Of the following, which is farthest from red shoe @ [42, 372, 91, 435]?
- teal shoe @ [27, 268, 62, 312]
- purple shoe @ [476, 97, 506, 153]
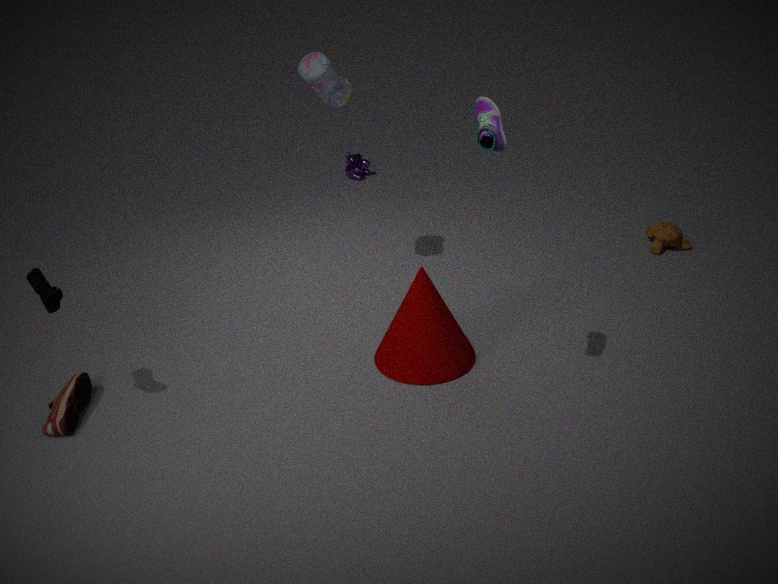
purple shoe @ [476, 97, 506, 153]
